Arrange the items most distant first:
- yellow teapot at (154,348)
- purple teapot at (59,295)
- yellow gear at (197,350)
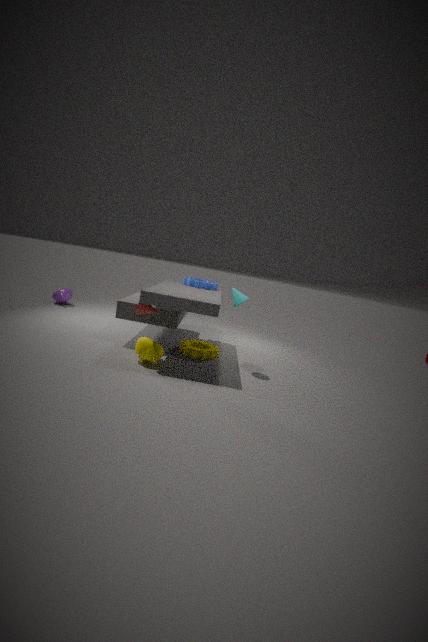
purple teapot at (59,295) → yellow gear at (197,350) → yellow teapot at (154,348)
